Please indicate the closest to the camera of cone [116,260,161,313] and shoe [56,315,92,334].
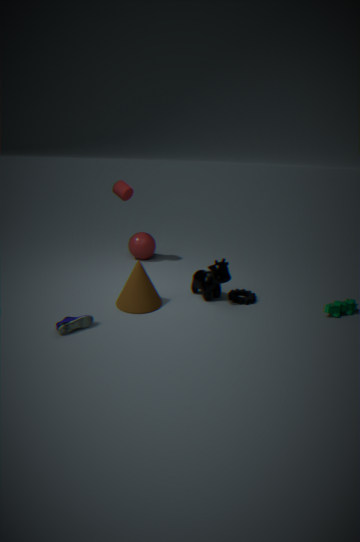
shoe [56,315,92,334]
